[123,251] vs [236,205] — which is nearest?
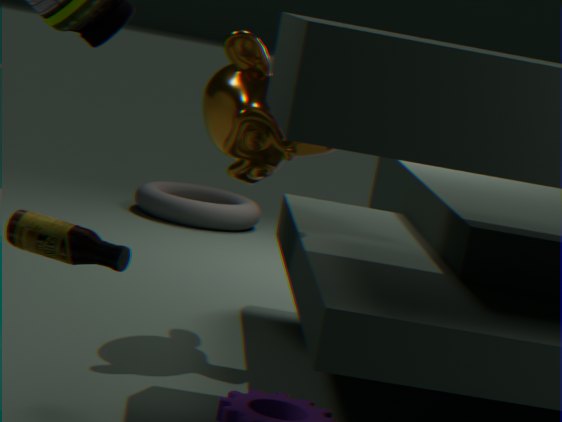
[123,251]
